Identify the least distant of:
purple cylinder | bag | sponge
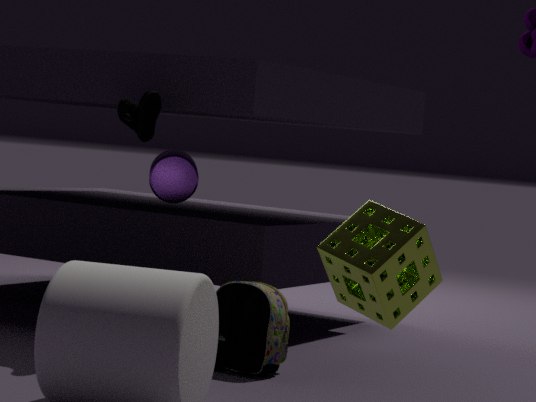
sponge
